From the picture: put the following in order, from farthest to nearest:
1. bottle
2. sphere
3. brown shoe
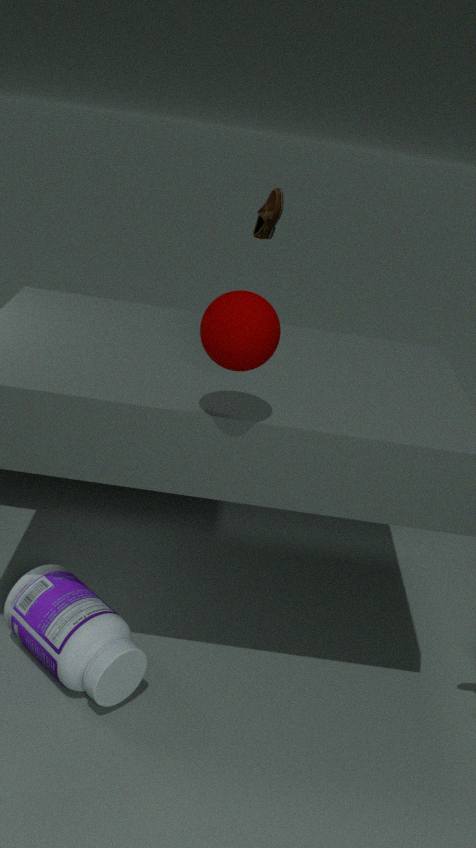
brown shoe, bottle, sphere
